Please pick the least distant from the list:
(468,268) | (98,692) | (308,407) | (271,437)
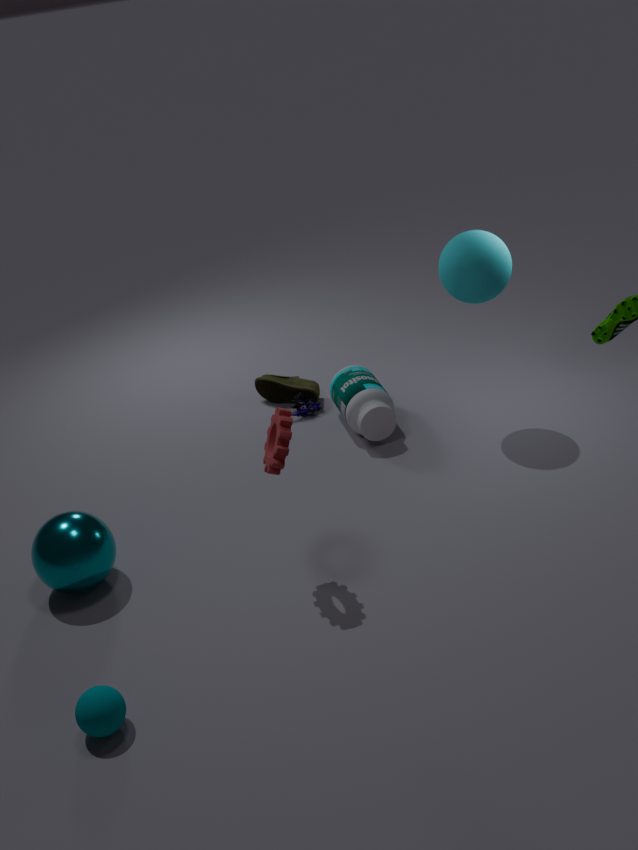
(98,692)
